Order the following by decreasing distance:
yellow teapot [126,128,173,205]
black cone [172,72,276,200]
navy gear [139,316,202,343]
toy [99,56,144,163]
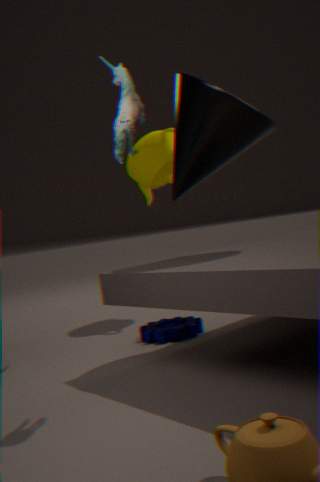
yellow teapot [126,128,173,205] → navy gear [139,316,202,343] → black cone [172,72,276,200] → toy [99,56,144,163]
